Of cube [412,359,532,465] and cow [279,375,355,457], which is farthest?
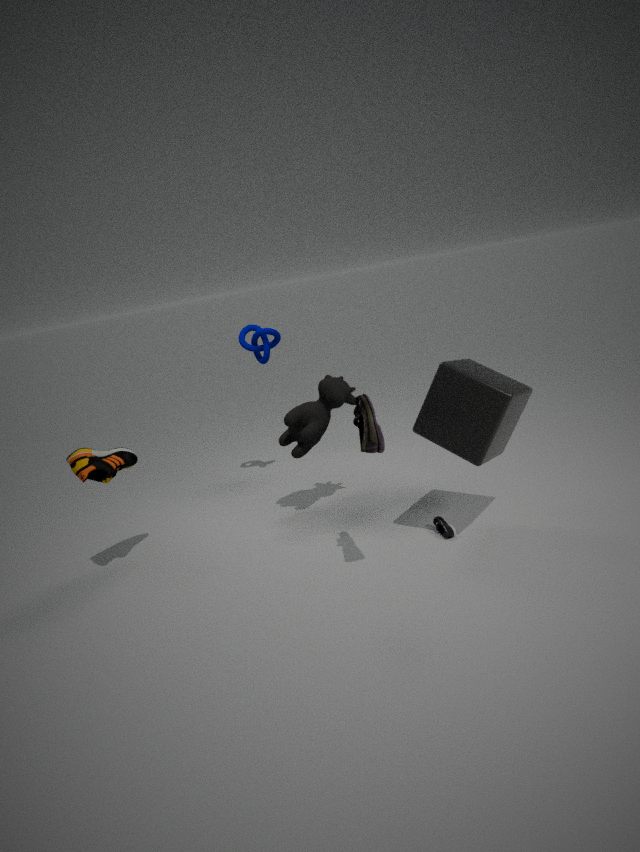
cow [279,375,355,457]
